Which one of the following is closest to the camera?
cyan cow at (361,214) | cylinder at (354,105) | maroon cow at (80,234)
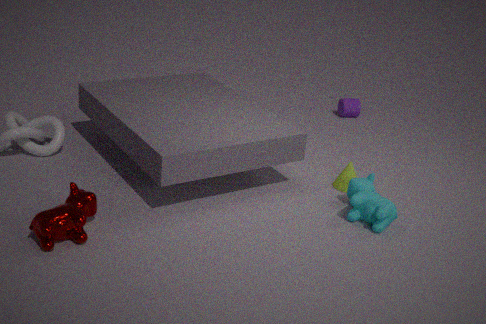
maroon cow at (80,234)
